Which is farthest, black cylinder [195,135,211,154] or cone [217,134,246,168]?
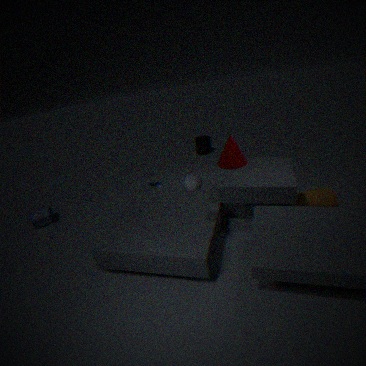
black cylinder [195,135,211,154]
